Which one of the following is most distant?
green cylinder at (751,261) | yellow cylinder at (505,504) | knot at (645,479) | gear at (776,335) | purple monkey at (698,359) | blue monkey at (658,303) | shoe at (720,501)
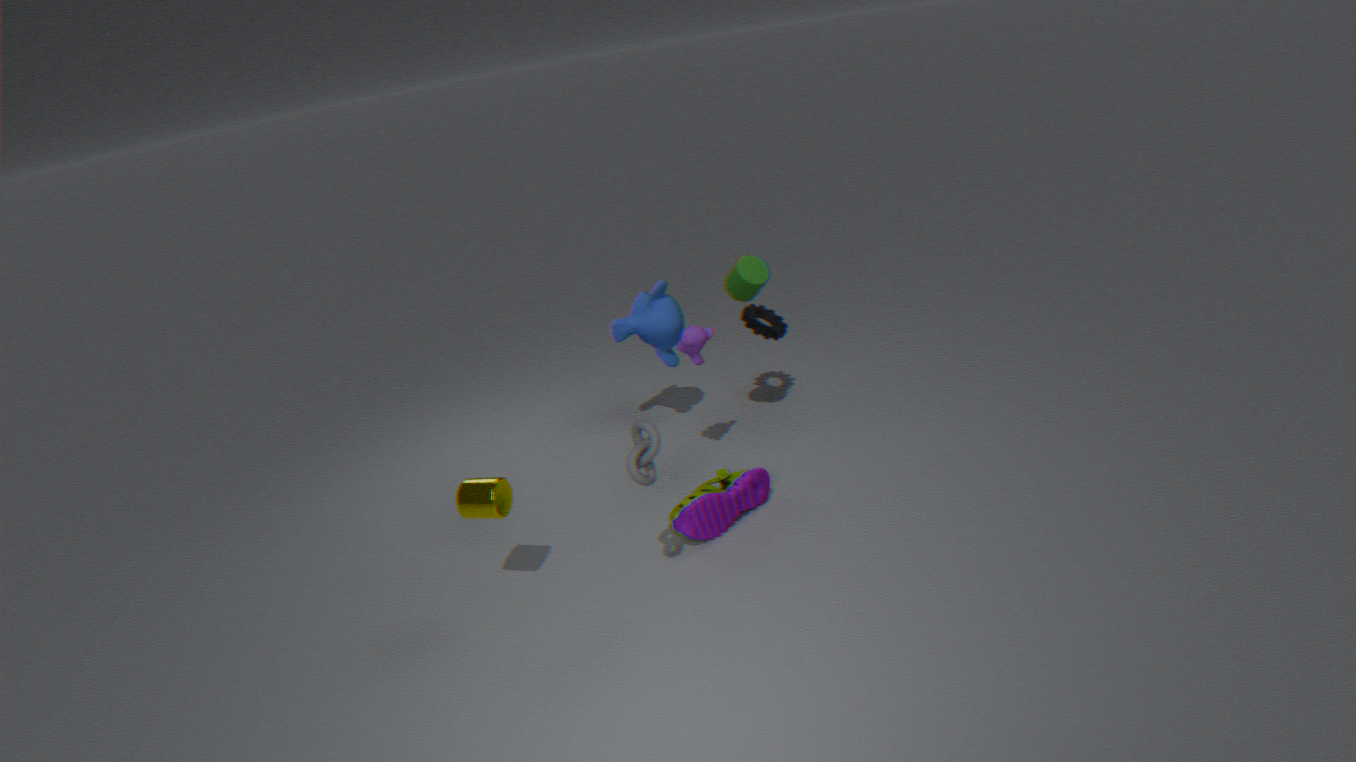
gear at (776,335)
